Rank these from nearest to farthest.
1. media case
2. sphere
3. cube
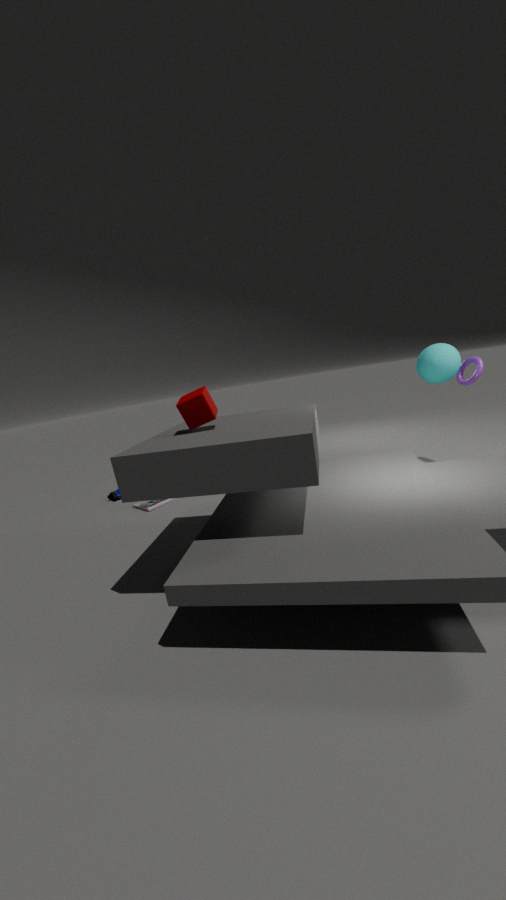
cube → sphere → media case
